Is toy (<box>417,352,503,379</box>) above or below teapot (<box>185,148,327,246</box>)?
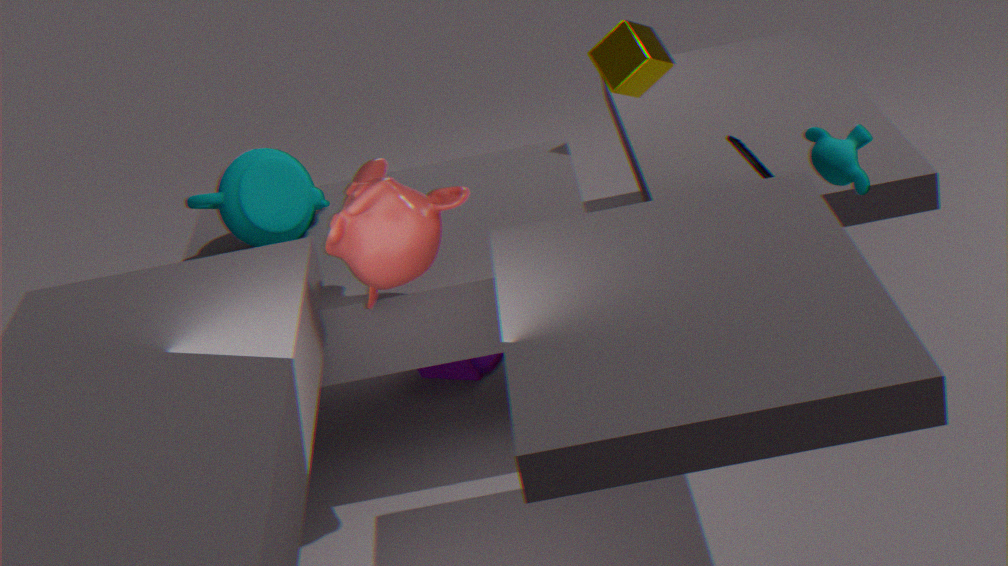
below
